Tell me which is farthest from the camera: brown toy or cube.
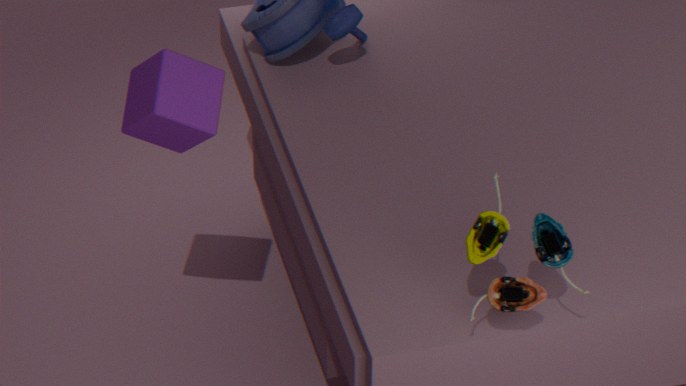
cube
